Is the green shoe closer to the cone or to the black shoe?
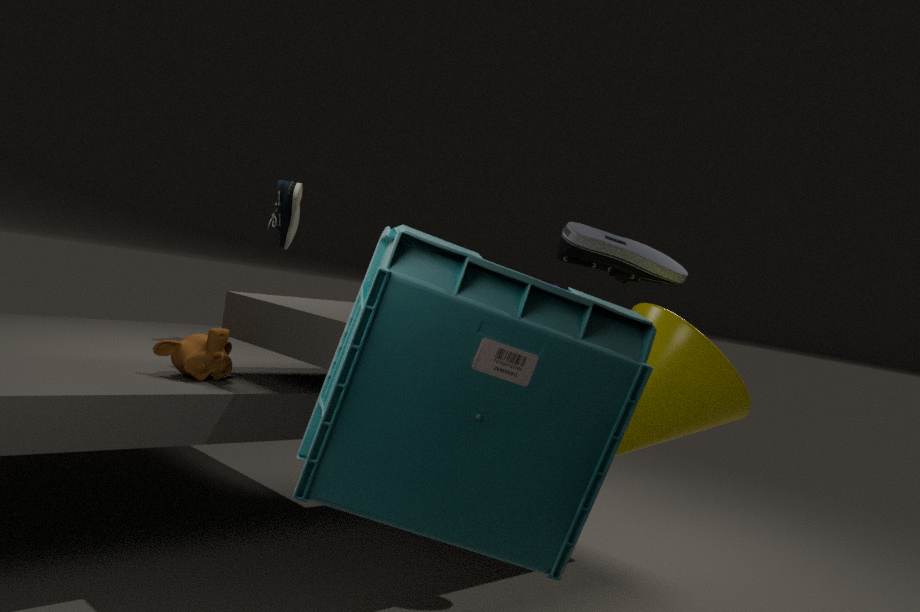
the cone
